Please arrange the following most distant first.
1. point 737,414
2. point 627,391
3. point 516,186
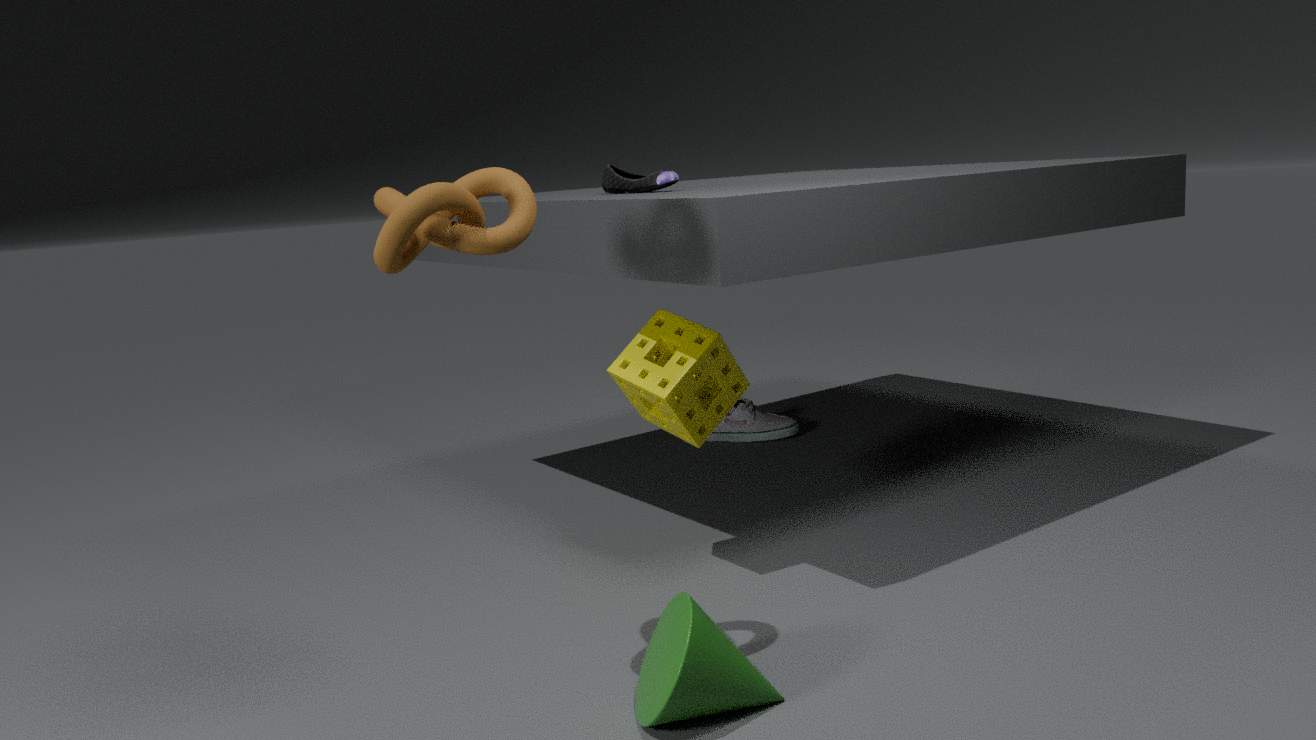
point 737,414 < point 627,391 < point 516,186
